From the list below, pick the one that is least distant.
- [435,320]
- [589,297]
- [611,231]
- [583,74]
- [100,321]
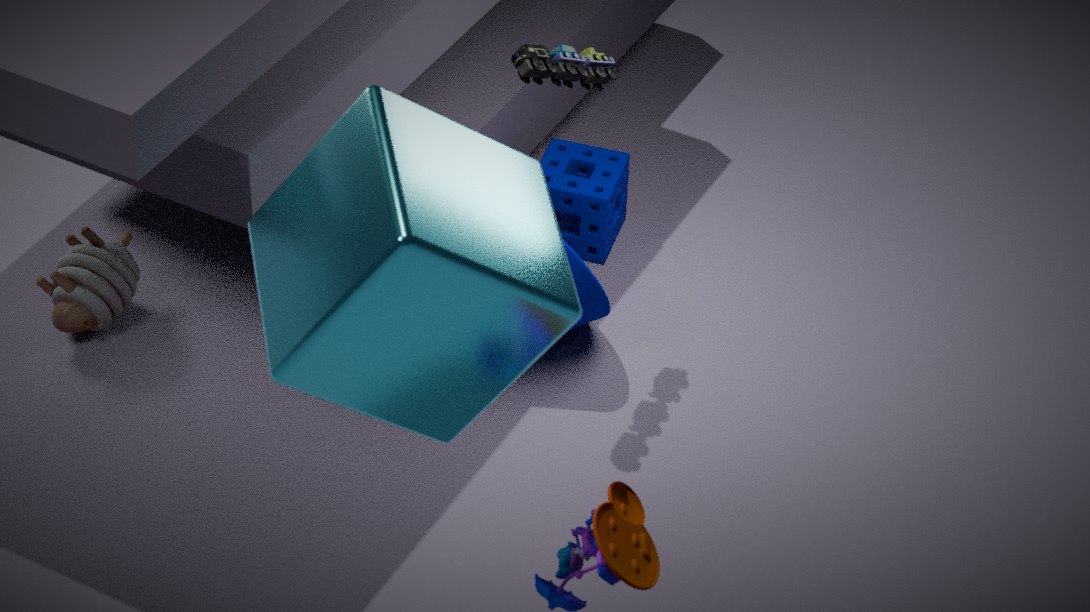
[435,320]
